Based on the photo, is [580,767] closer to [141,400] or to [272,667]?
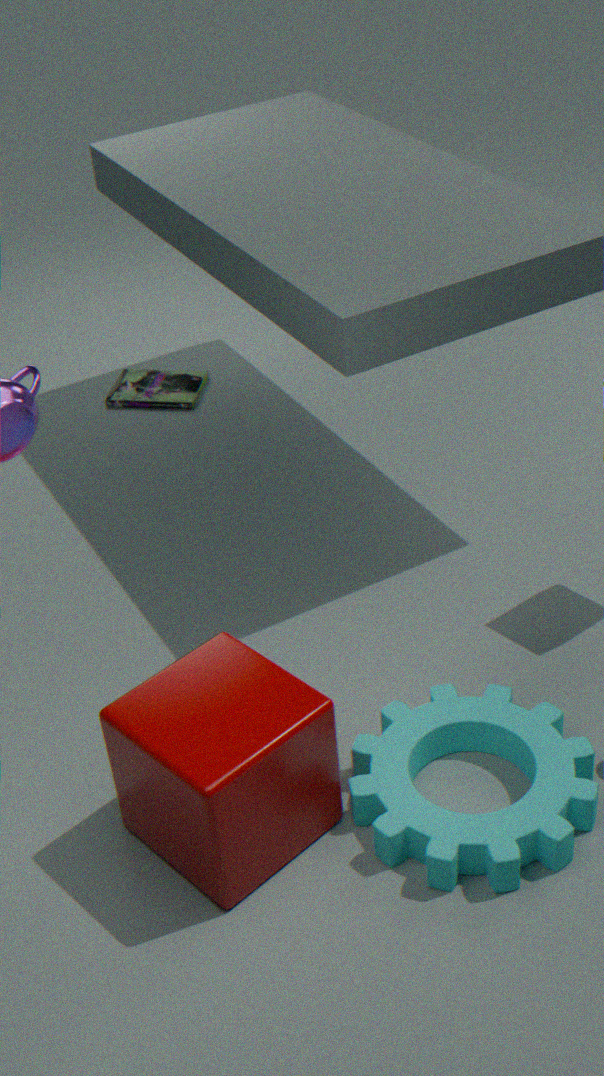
[272,667]
